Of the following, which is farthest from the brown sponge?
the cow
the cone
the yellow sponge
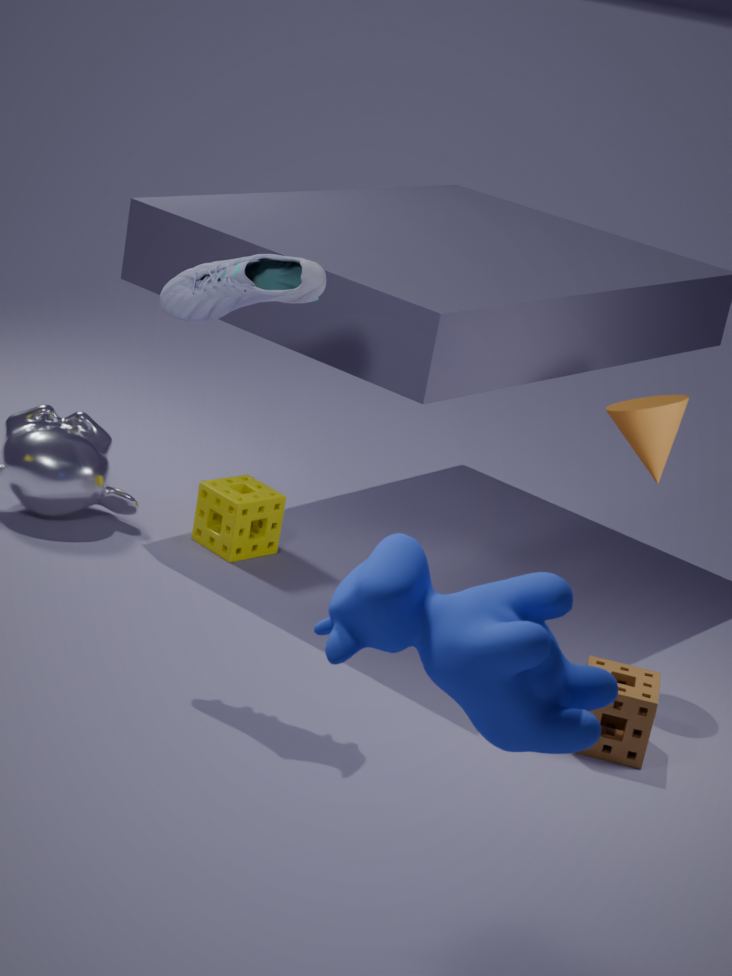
the yellow sponge
